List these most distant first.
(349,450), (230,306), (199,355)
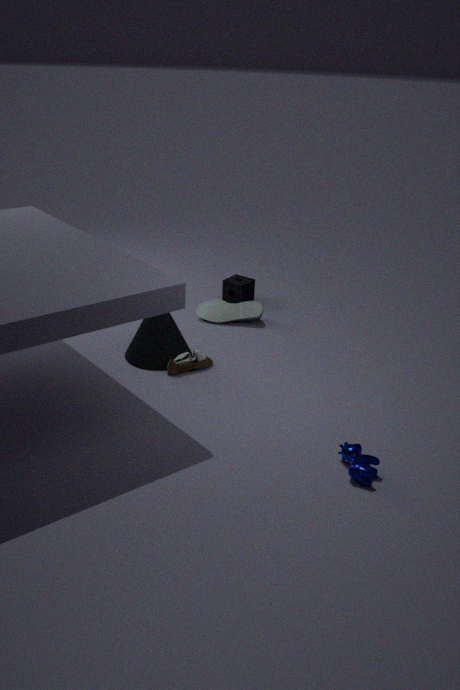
(230,306)
(199,355)
(349,450)
